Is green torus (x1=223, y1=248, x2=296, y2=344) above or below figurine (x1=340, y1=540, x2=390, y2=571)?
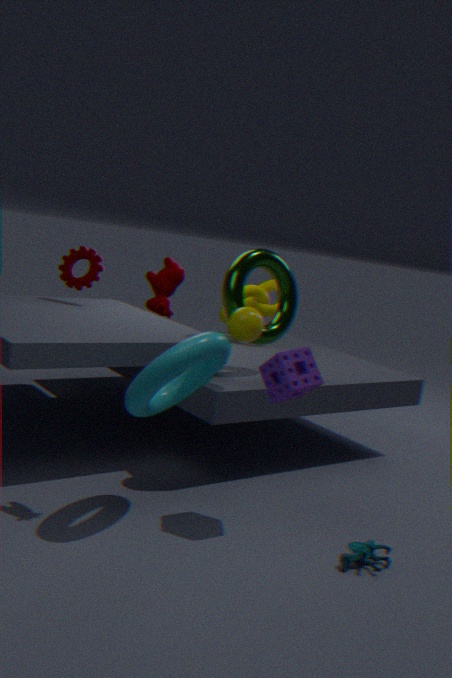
above
